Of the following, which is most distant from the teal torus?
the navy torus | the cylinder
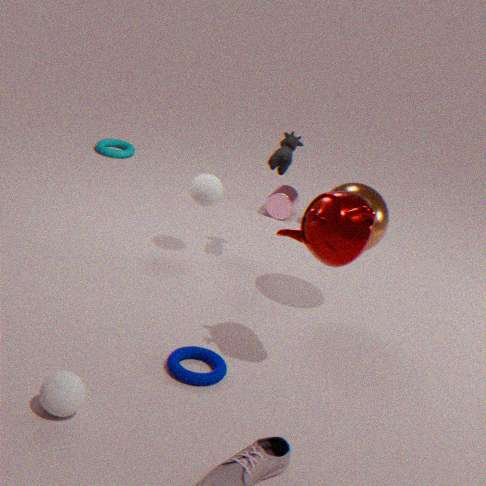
the navy torus
